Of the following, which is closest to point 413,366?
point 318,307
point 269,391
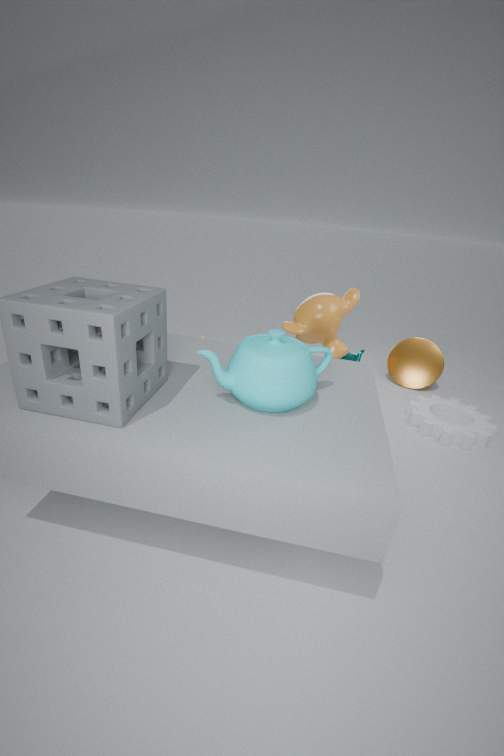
point 318,307
